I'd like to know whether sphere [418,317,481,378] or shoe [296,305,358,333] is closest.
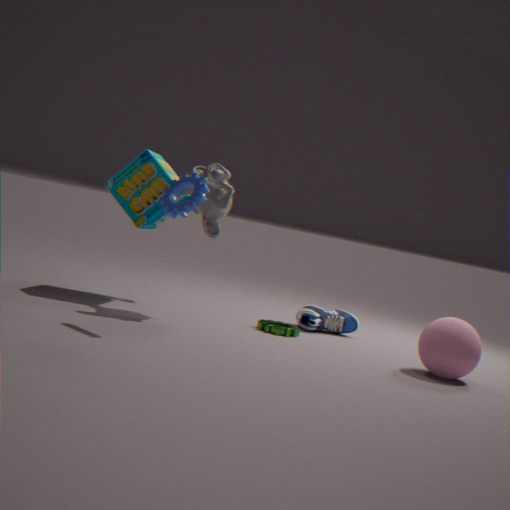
sphere [418,317,481,378]
